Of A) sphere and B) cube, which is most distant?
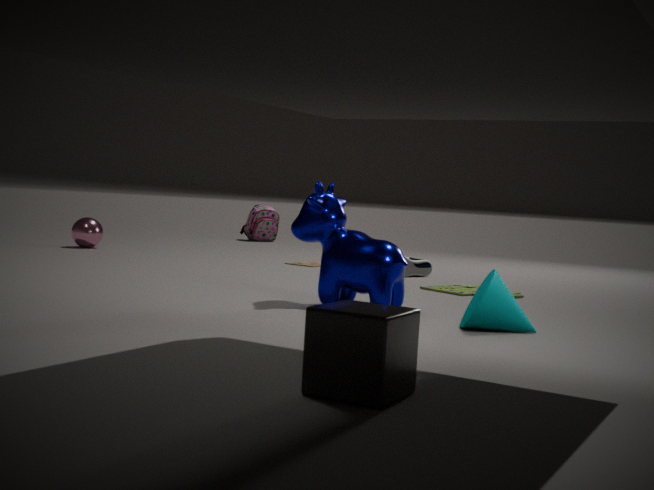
A. sphere
